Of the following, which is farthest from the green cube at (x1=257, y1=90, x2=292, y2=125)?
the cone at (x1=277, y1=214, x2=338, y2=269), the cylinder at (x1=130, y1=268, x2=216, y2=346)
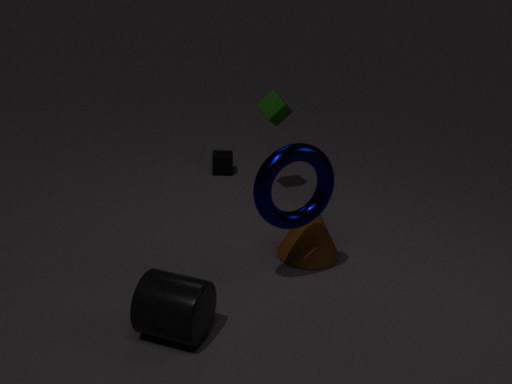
the cylinder at (x1=130, y1=268, x2=216, y2=346)
